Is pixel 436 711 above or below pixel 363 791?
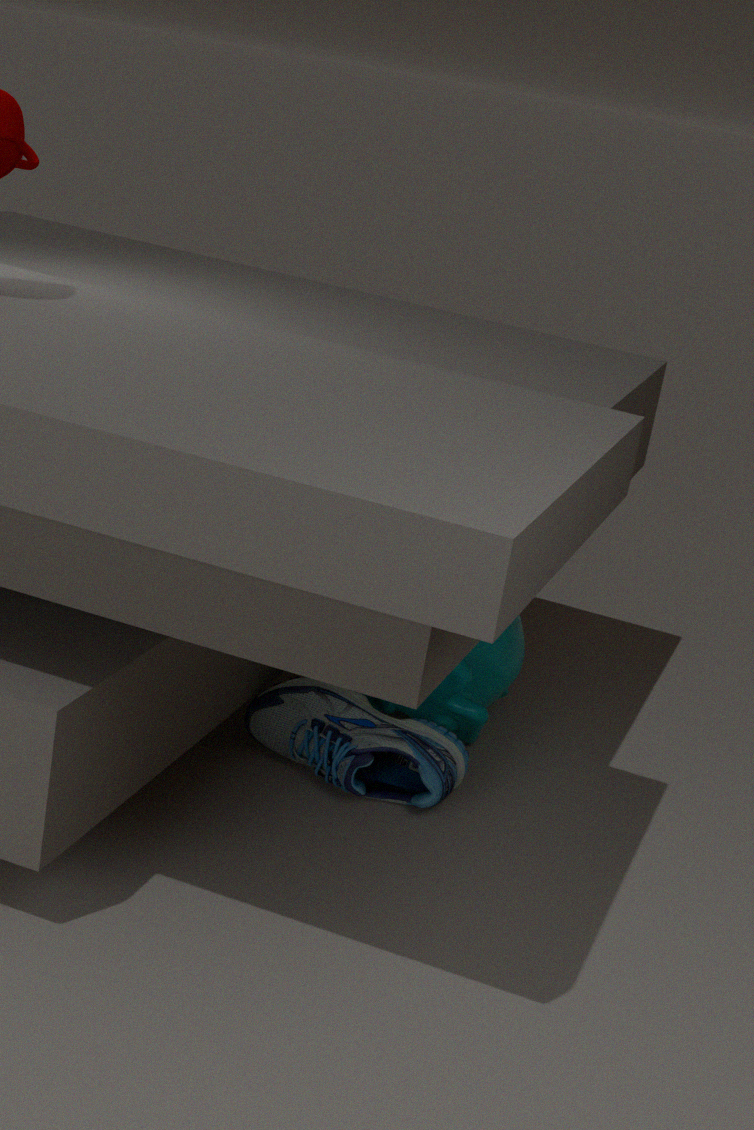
above
